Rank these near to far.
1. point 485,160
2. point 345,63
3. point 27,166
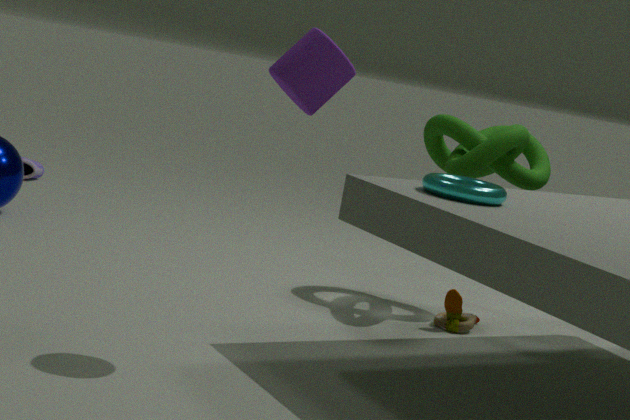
point 345,63 → point 485,160 → point 27,166
